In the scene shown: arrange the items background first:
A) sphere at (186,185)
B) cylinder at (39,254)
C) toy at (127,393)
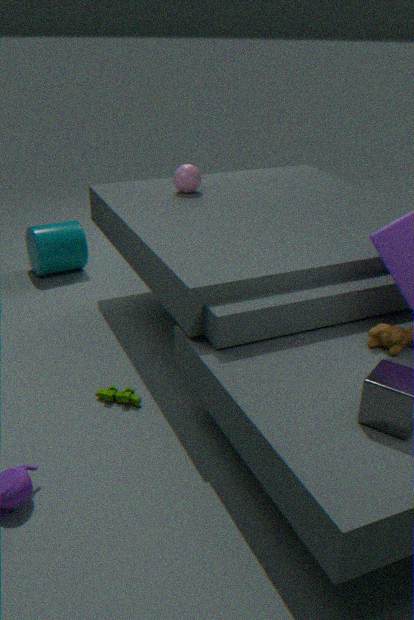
cylinder at (39,254), sphere at (186,185), toy at (127,393)
